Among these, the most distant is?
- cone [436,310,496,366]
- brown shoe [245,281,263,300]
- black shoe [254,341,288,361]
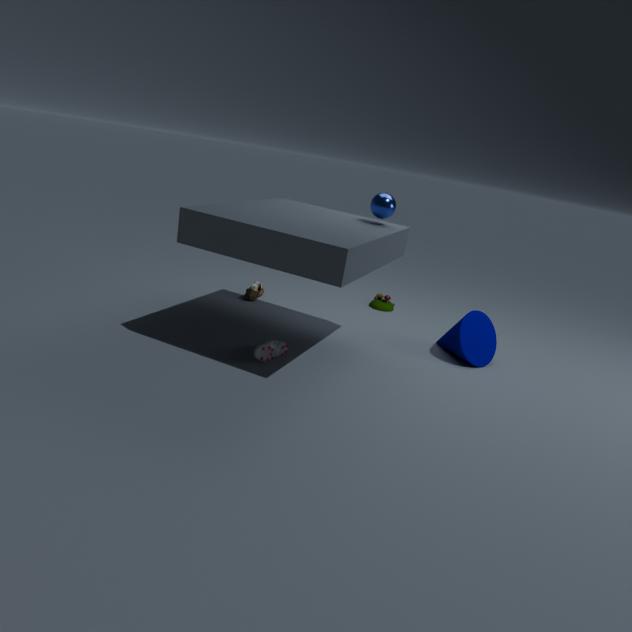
brown shoe [245,281,263,300]
